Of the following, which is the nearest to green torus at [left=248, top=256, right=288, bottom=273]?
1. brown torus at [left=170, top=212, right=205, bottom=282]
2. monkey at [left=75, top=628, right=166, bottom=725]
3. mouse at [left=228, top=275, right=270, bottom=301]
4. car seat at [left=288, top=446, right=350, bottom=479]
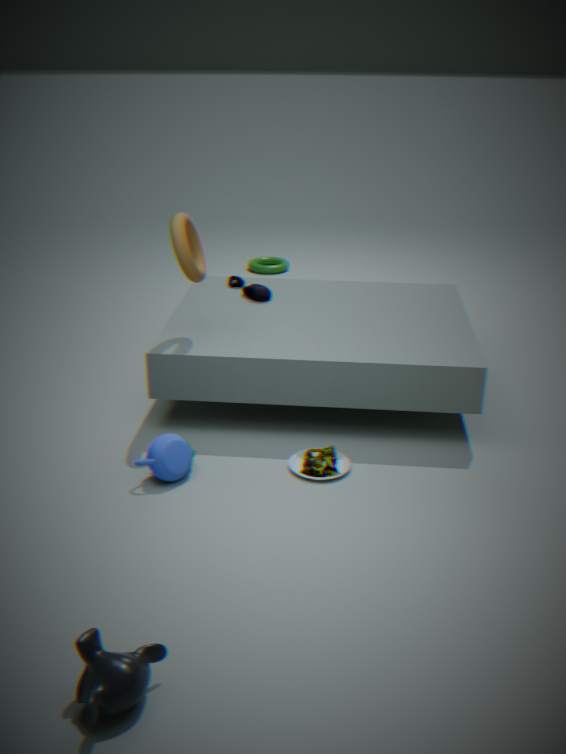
mouse at [left=228, top=275, right=270, bottom=301]
